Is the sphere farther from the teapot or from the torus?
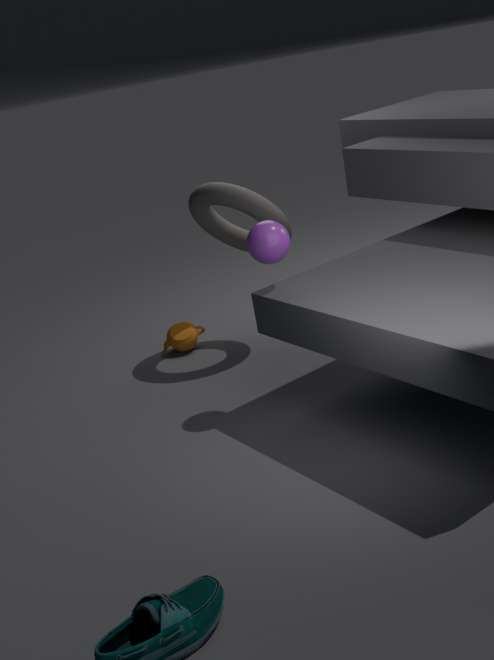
the teapot
